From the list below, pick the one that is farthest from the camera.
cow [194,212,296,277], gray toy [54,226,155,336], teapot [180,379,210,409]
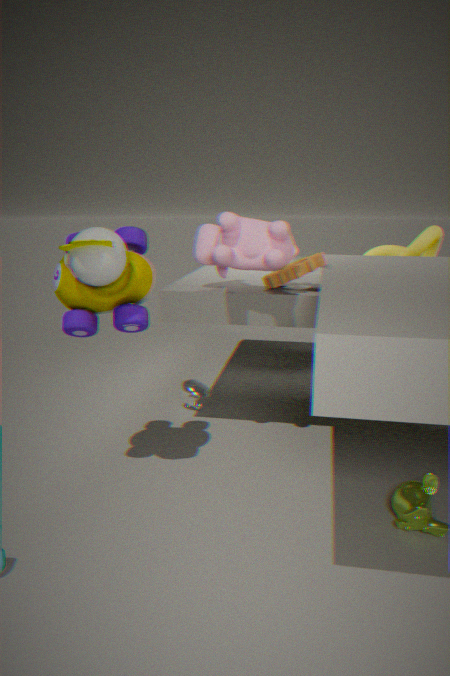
A: teapot [180,379,210,409]
